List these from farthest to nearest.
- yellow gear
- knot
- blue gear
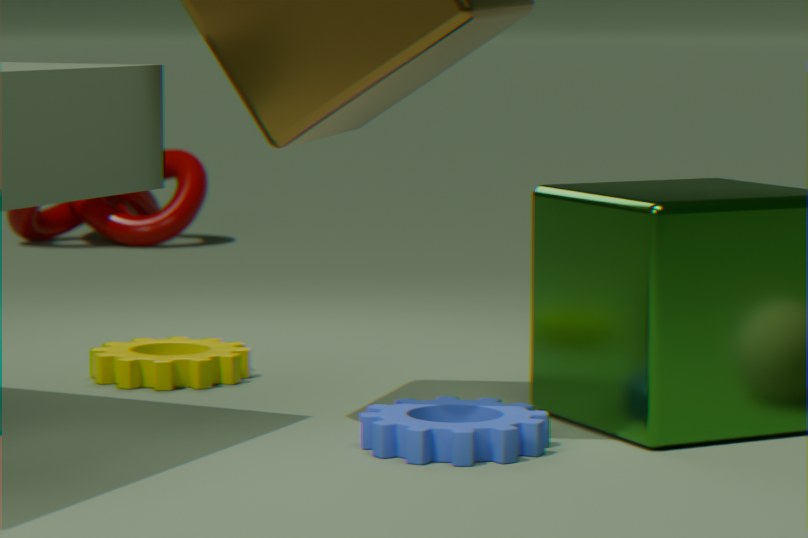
1. knot
2. yellow gear
3. blue gear
